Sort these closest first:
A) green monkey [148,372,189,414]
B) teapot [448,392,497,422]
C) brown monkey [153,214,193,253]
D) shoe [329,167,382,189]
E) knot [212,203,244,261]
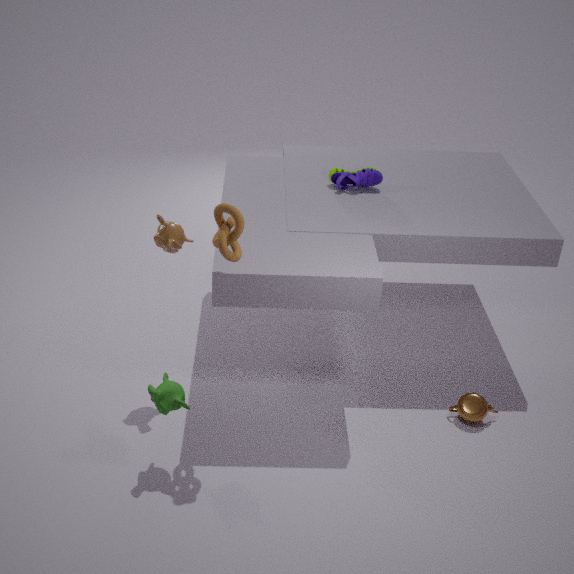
1. knot [212,203,244,261]
2. green monkey [148,372,189,414]
3. brown monkey [153,214,193,253]
4. teapot [448,392,497,422]
5. shoe [329,167,382,189]
